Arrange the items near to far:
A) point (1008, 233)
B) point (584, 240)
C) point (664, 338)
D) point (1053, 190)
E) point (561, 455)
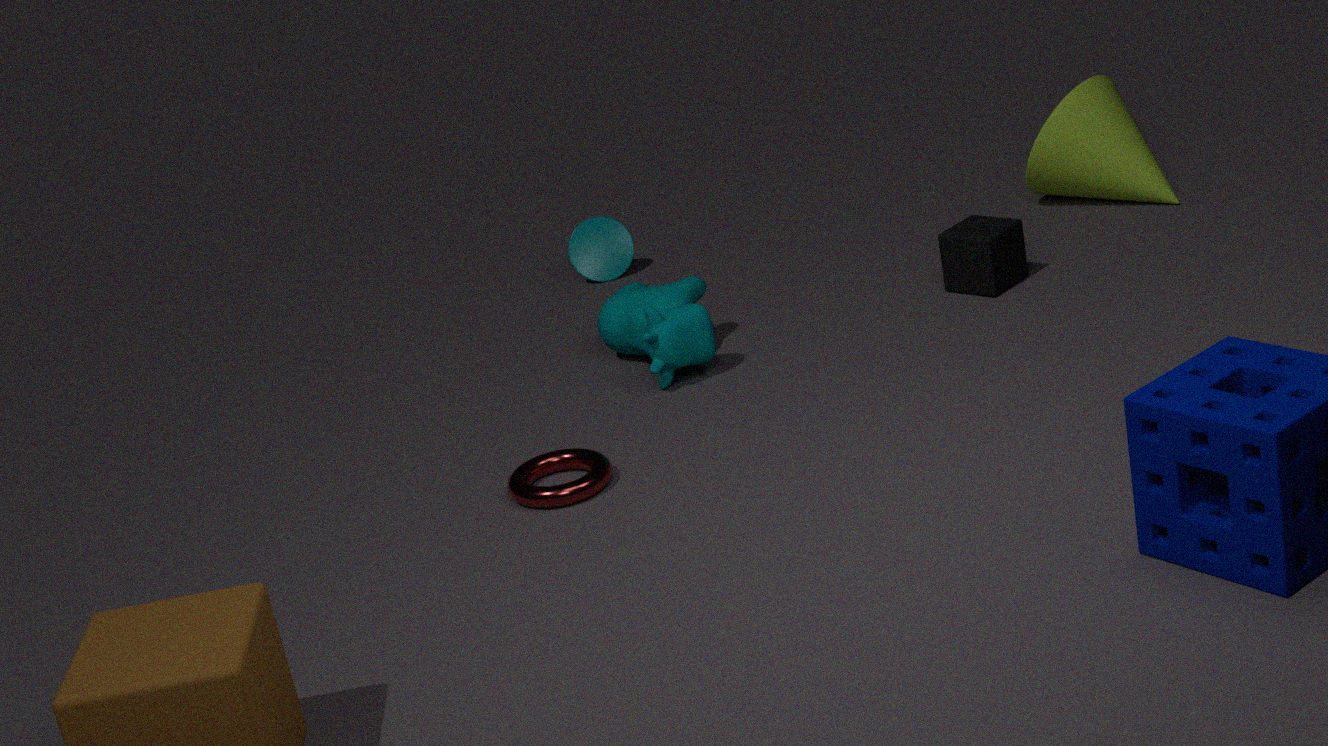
point (561, 455), point (664, 338), point (1008, 233), point (1053, 190), point (584, 240)
